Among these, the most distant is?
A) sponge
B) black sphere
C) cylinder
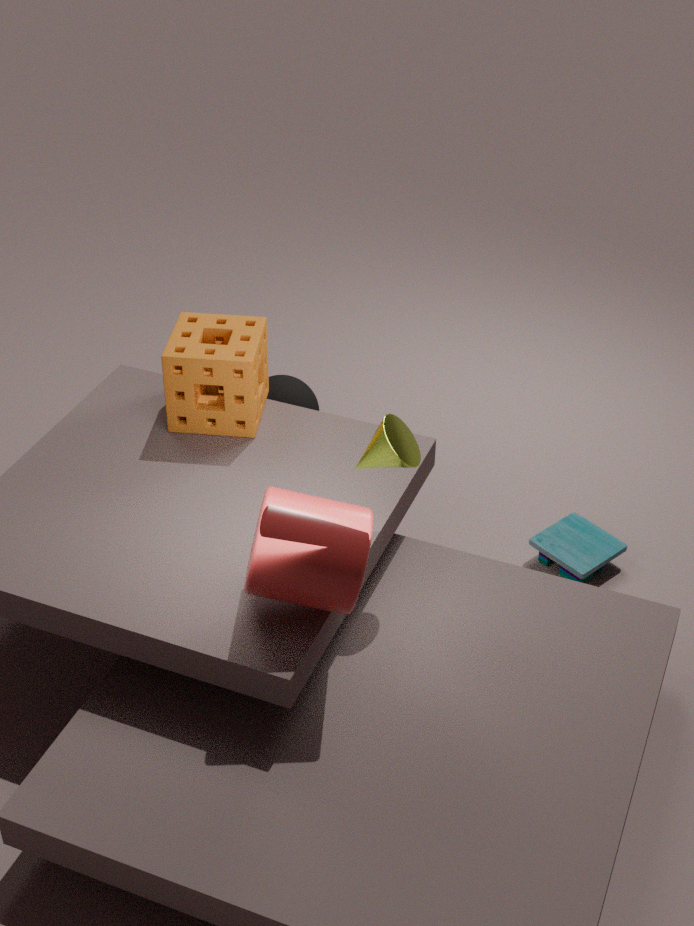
black sphere
